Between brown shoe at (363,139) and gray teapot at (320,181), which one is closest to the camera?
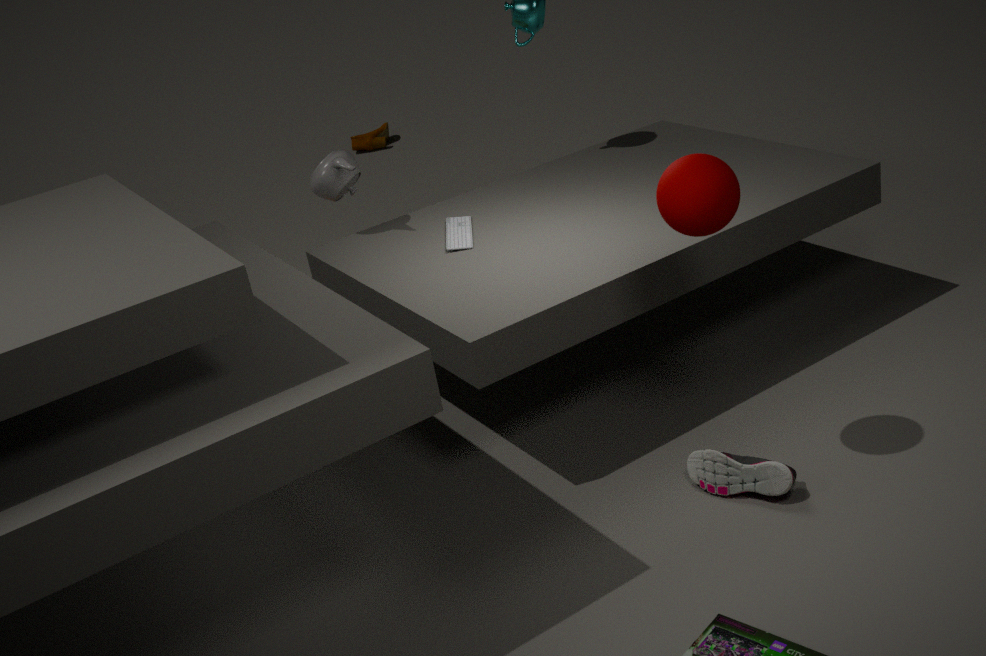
gray teapot at (320,181)
